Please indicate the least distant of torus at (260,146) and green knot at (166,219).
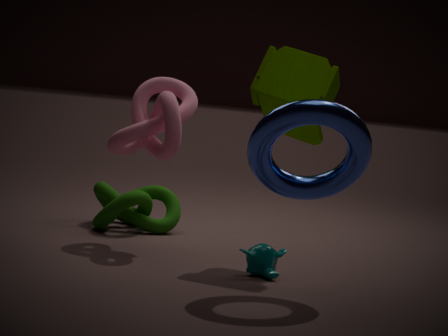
torus at (260,146)
